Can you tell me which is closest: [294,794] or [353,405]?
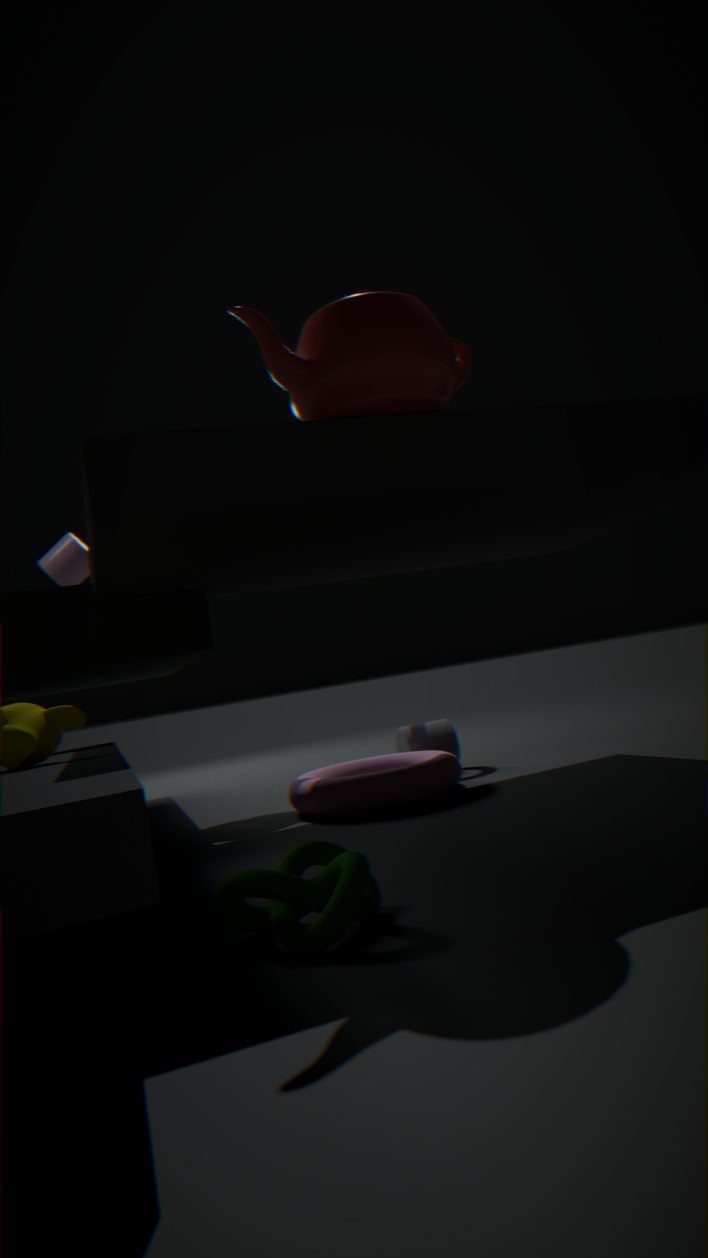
[353,405]
